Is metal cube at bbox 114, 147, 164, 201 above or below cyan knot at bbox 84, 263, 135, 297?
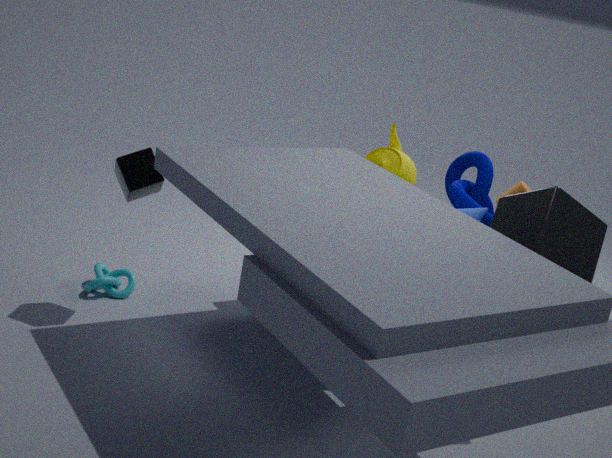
above
